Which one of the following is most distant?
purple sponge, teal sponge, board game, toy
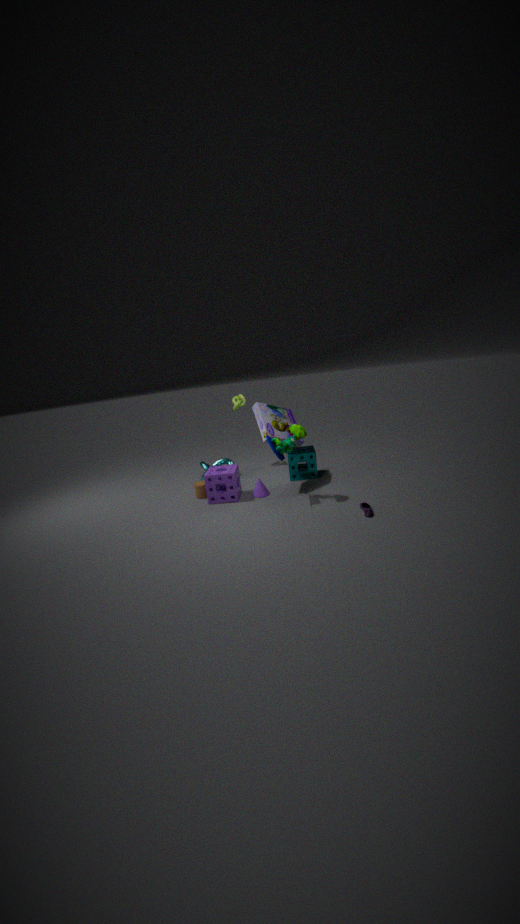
teal sponge
